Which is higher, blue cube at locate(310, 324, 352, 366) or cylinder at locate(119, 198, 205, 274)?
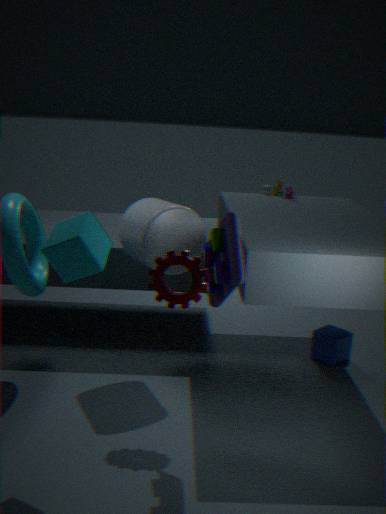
cylinder at locate(119, 198, 205, 274)
